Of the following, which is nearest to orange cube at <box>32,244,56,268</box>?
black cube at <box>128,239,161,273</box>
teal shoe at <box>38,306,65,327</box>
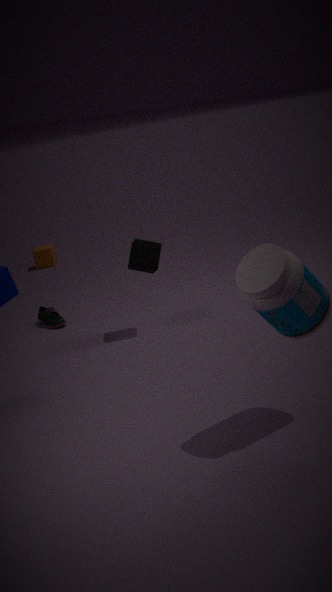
teal shoe at <box>38,306,65,327</box>
